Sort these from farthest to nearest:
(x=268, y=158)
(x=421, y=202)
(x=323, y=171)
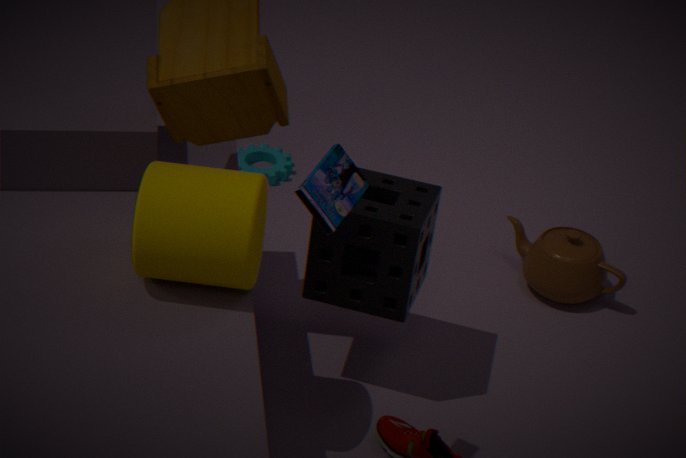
(x=268, y=158), (x=421, y=202), (x=323, y=171)
